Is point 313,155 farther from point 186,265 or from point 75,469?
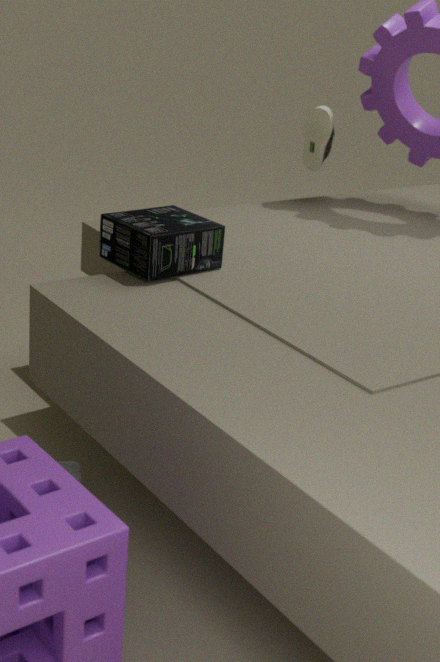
point 75,469
